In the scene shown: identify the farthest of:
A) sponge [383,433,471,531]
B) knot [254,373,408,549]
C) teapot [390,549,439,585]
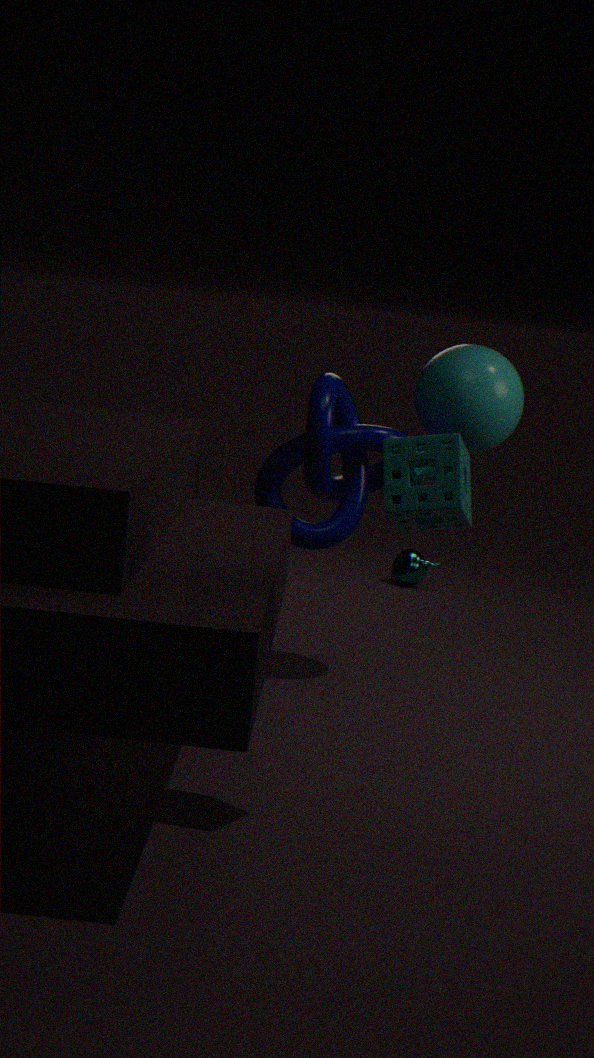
teapot [390,549,439,585]
